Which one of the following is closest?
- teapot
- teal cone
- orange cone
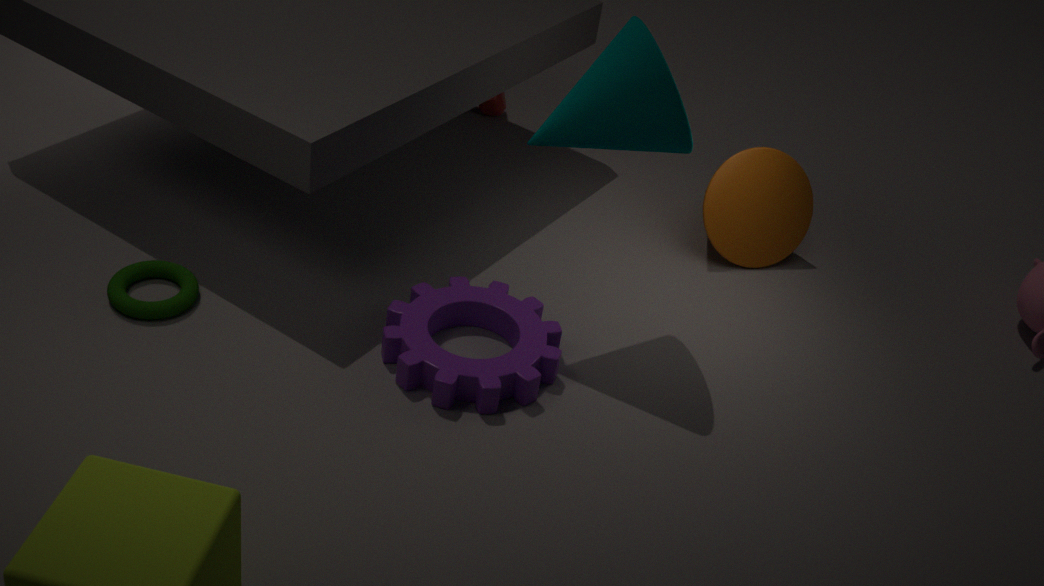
teal cone
